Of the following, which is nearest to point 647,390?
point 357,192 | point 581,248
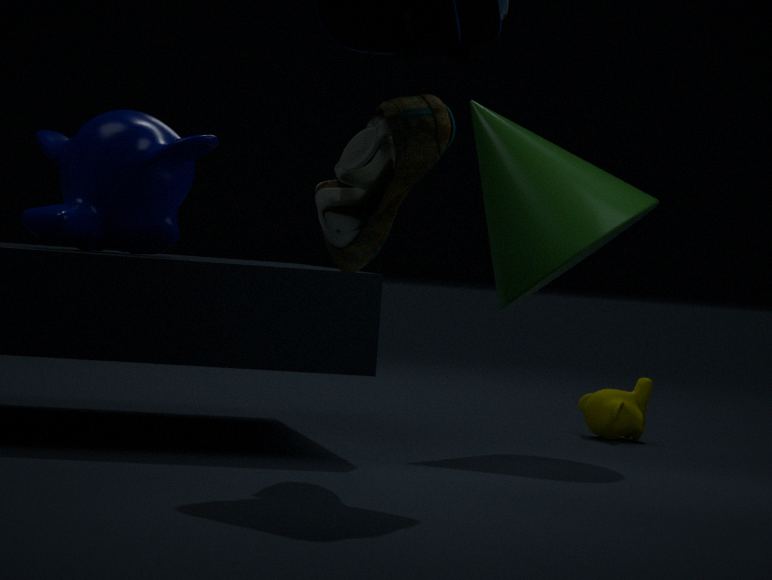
point 581,248
